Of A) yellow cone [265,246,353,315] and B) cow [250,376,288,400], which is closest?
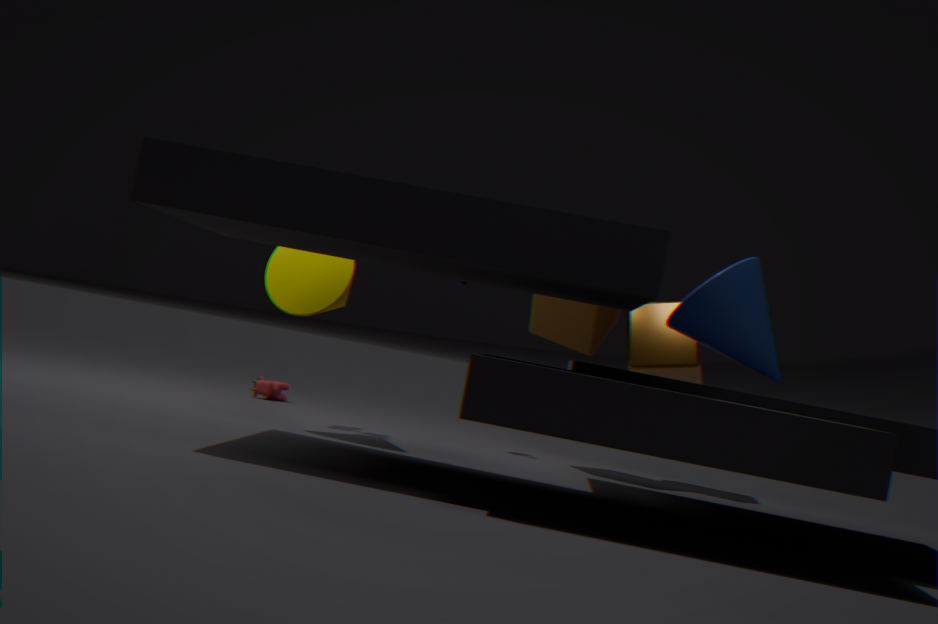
A. yellow cone [265,246,353,315]
